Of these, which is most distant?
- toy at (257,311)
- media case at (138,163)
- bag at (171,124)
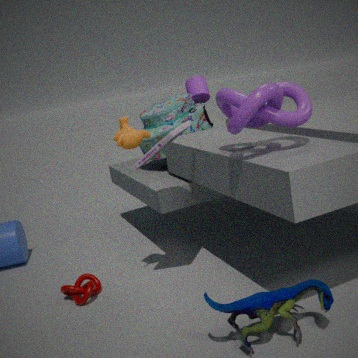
bag at (171,124)
